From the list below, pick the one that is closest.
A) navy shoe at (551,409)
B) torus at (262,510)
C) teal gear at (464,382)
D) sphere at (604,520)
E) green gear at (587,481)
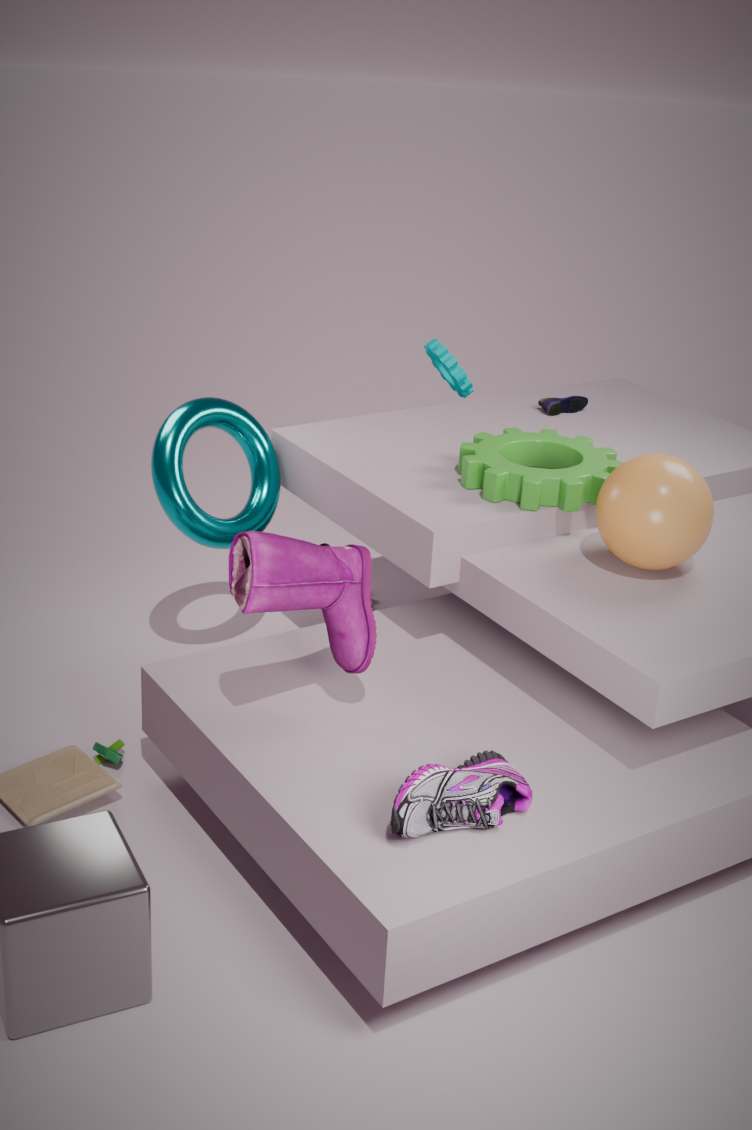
sphere at (604,520)
